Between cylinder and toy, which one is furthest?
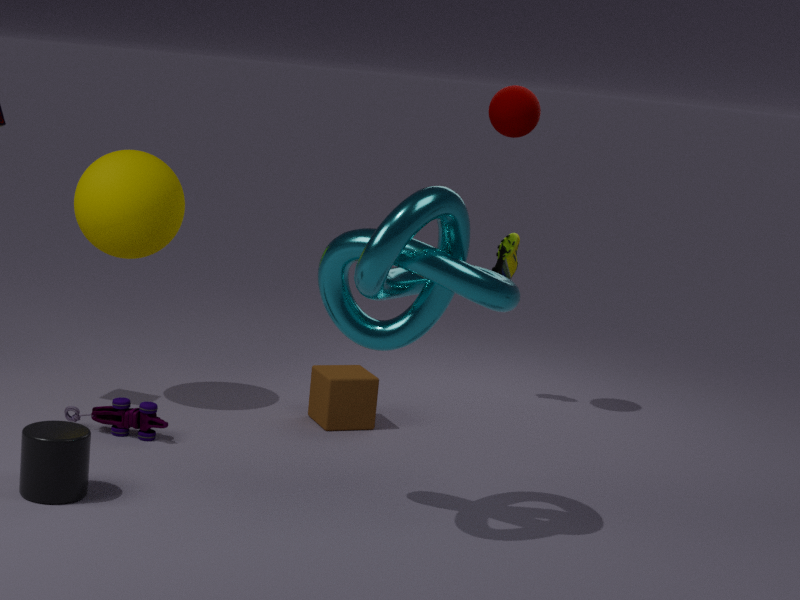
toy
